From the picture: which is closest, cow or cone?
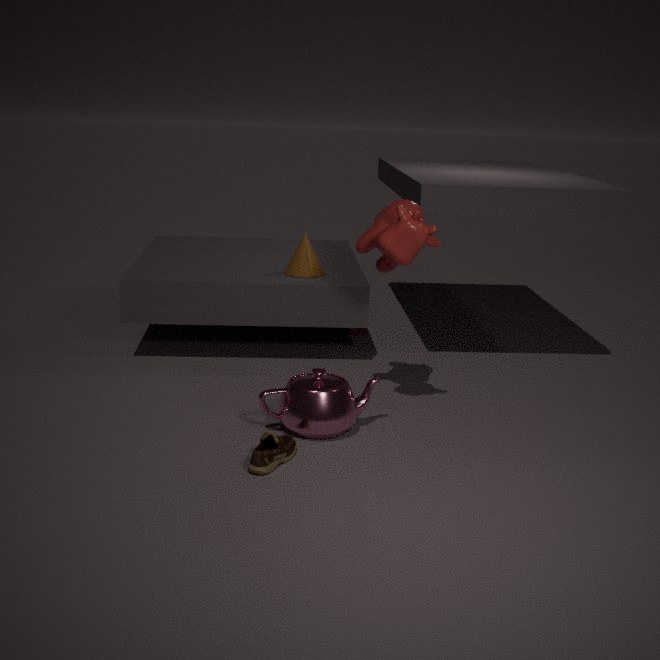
cow
